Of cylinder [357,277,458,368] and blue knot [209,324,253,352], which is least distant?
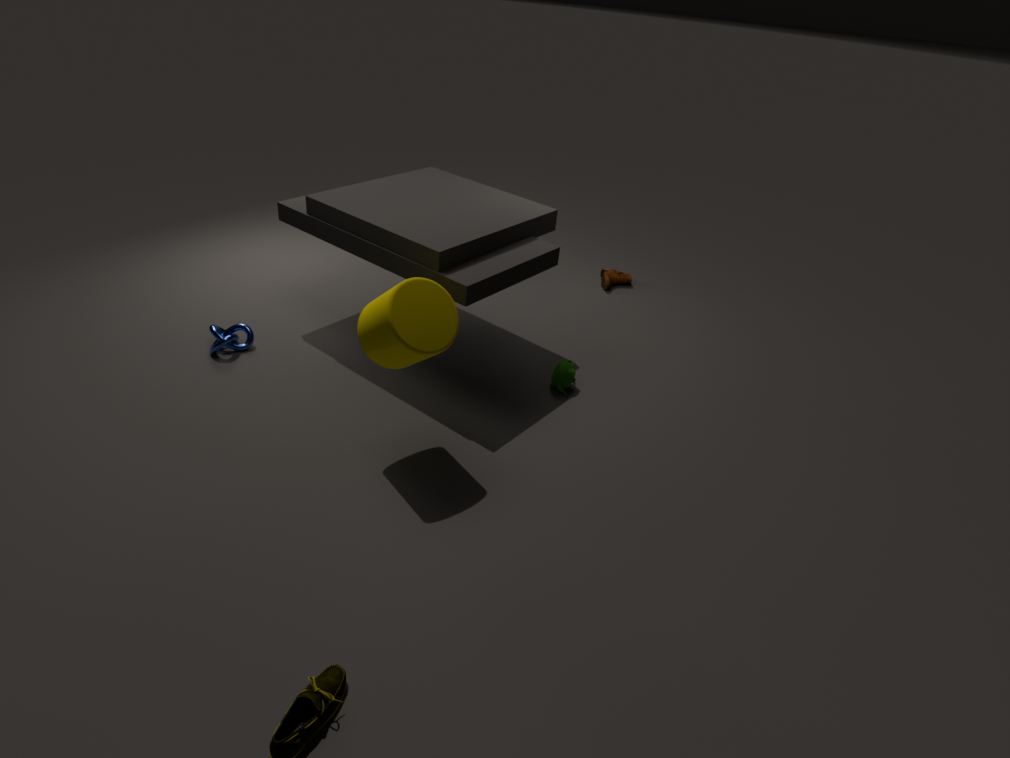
cylinder [357,277,458,368]
